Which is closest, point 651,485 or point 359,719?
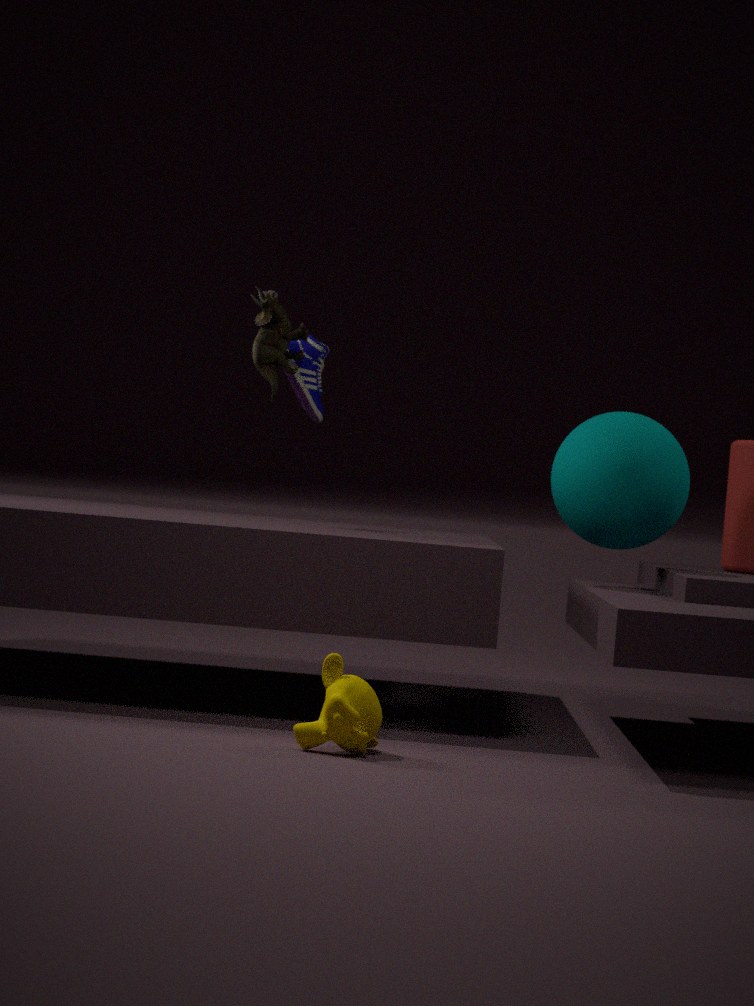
point 359,719
